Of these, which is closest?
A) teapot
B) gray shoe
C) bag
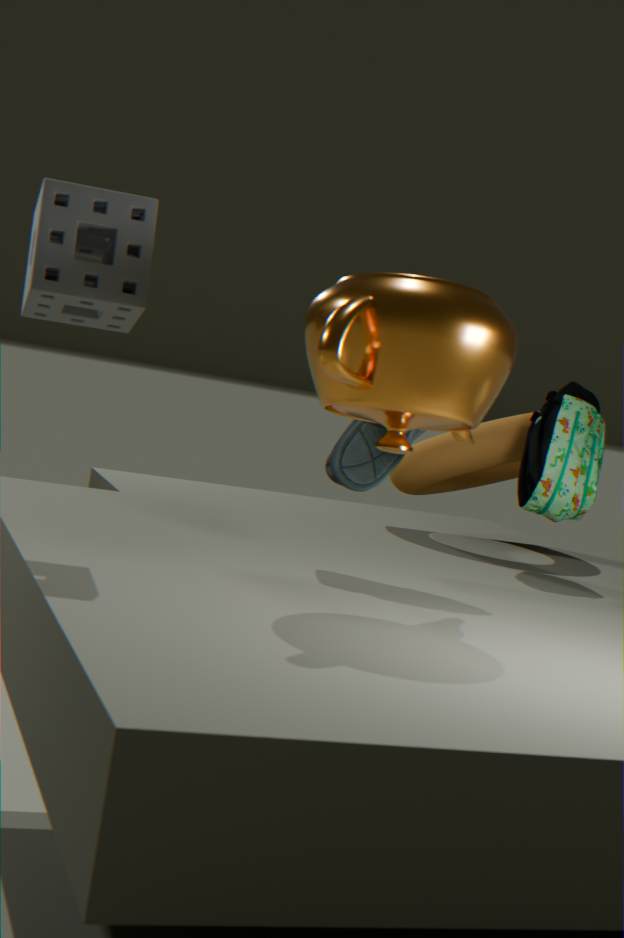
teapot
